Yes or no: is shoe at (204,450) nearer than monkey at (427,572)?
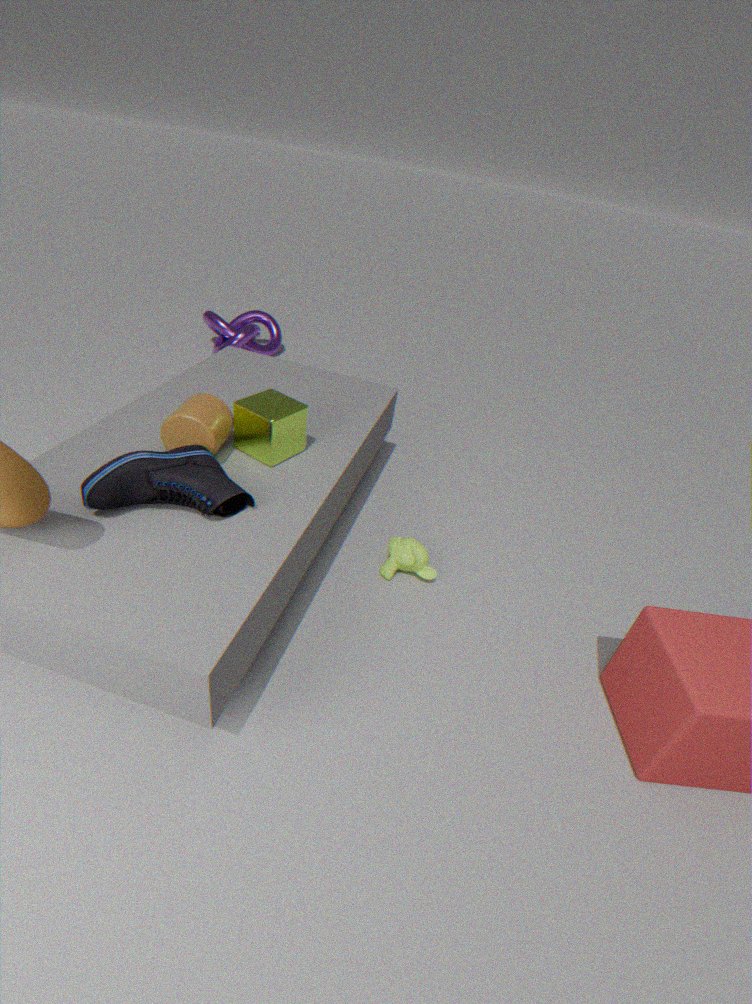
Yes
